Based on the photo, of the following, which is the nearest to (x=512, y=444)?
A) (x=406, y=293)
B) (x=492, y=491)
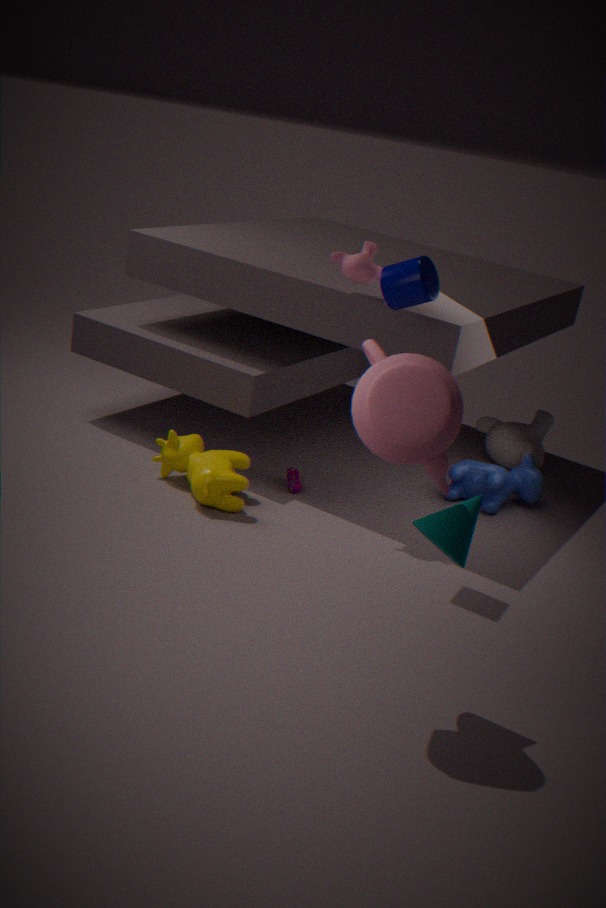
(x=492, y=491)
